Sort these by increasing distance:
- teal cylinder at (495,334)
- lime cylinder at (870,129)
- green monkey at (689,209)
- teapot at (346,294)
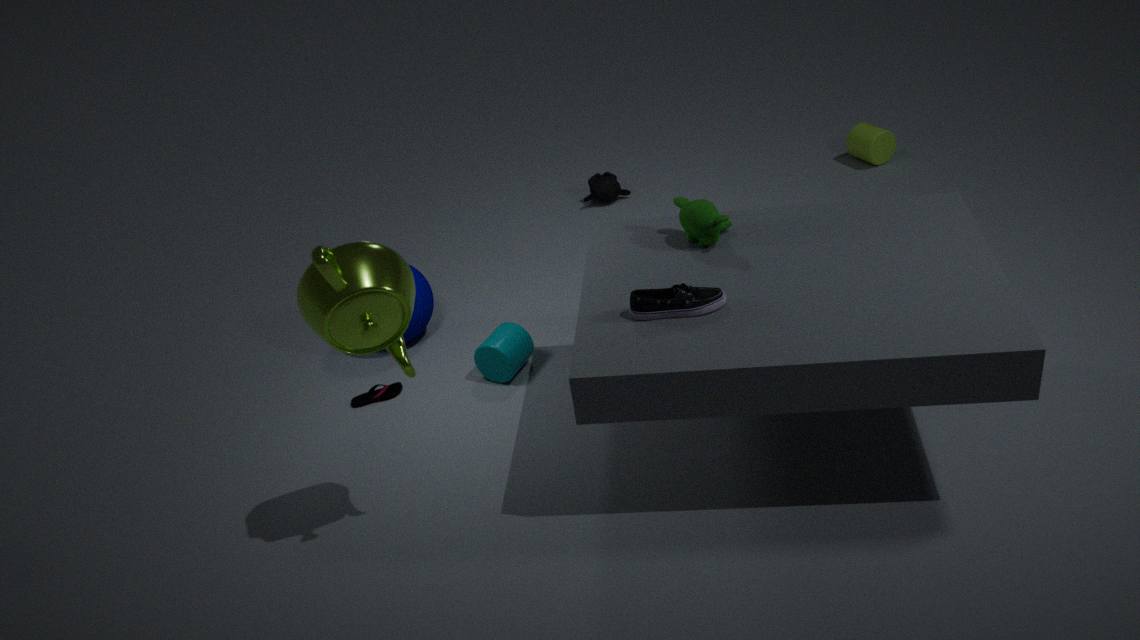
teapot at (346,294) → green monkey at (689,209) → teal cylinder at (495,334) → lime cylinder at (870,129)
